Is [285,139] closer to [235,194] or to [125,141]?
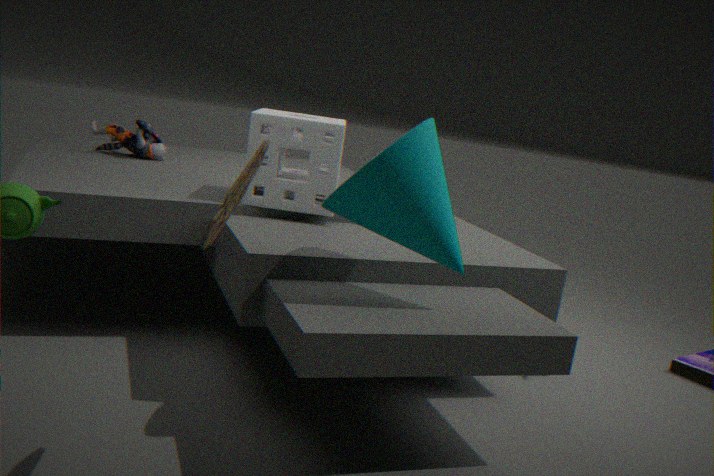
[125,141]
